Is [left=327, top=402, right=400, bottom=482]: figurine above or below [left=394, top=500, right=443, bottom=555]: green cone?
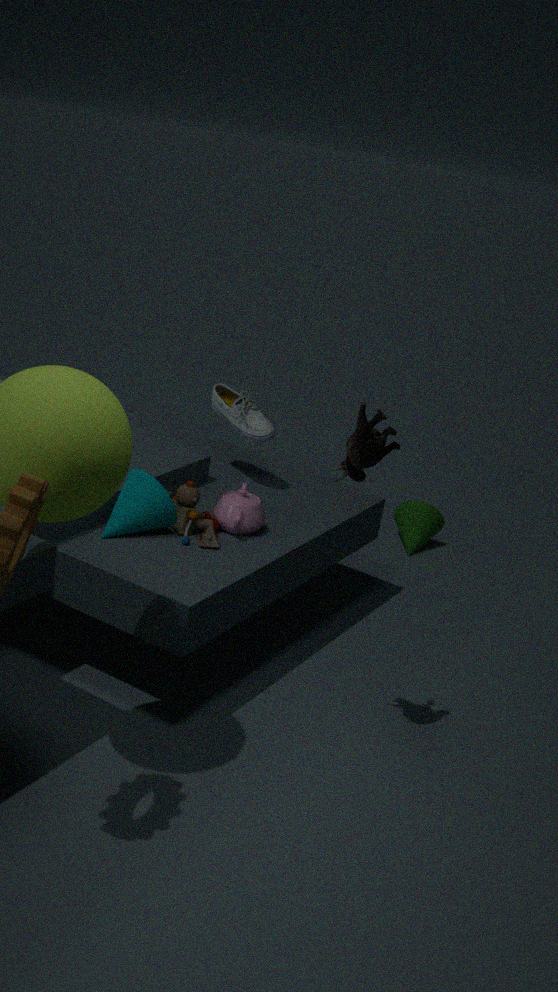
above
